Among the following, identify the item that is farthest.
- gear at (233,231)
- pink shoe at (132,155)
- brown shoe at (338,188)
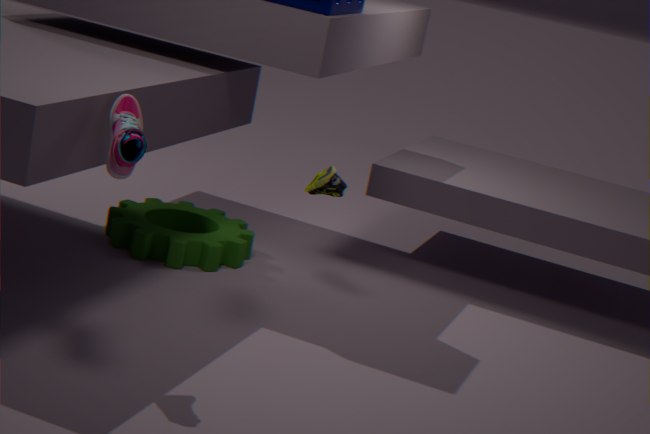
gear at (233,231)
